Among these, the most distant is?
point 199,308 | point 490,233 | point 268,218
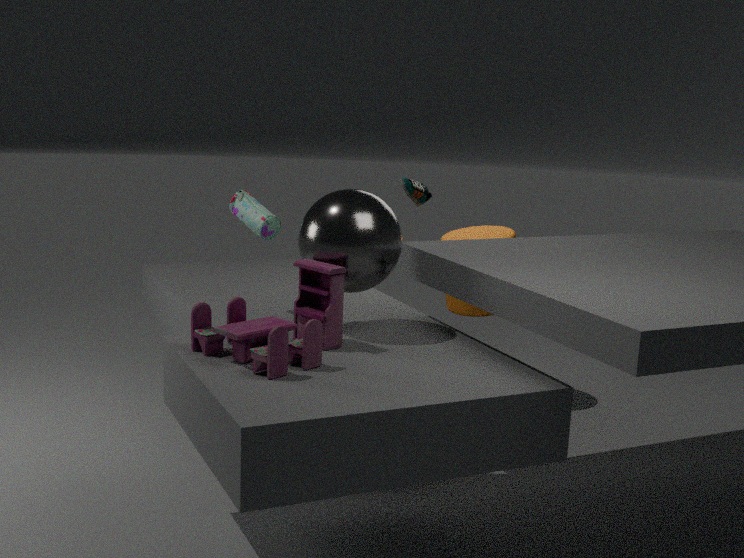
point 490,233
